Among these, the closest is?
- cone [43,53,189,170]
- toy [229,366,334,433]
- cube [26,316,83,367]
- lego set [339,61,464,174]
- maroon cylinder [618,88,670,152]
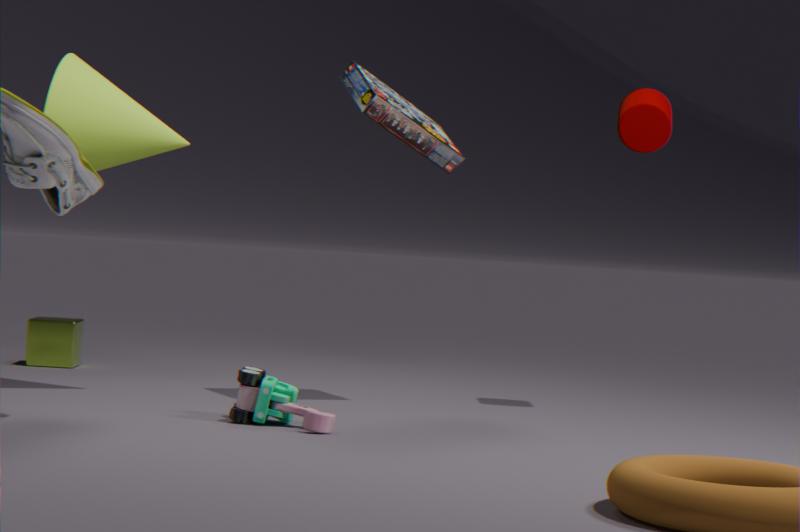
toy [229,366,334,433]
